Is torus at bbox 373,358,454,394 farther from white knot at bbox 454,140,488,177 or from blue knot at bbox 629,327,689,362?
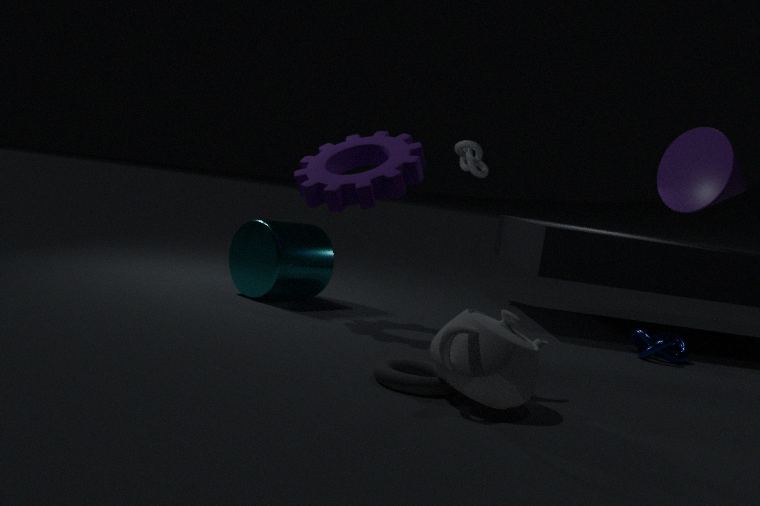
Result: white knot at bbox 454,140,488,177
